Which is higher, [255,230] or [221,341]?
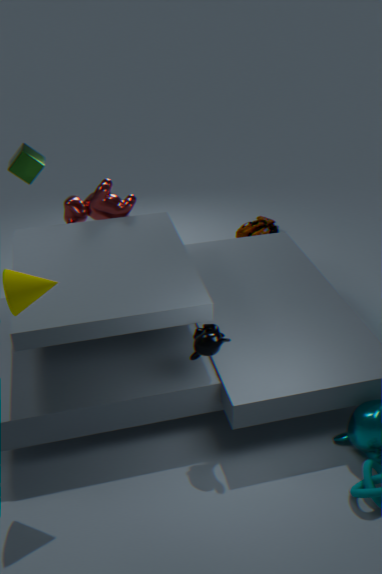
[221,341]
